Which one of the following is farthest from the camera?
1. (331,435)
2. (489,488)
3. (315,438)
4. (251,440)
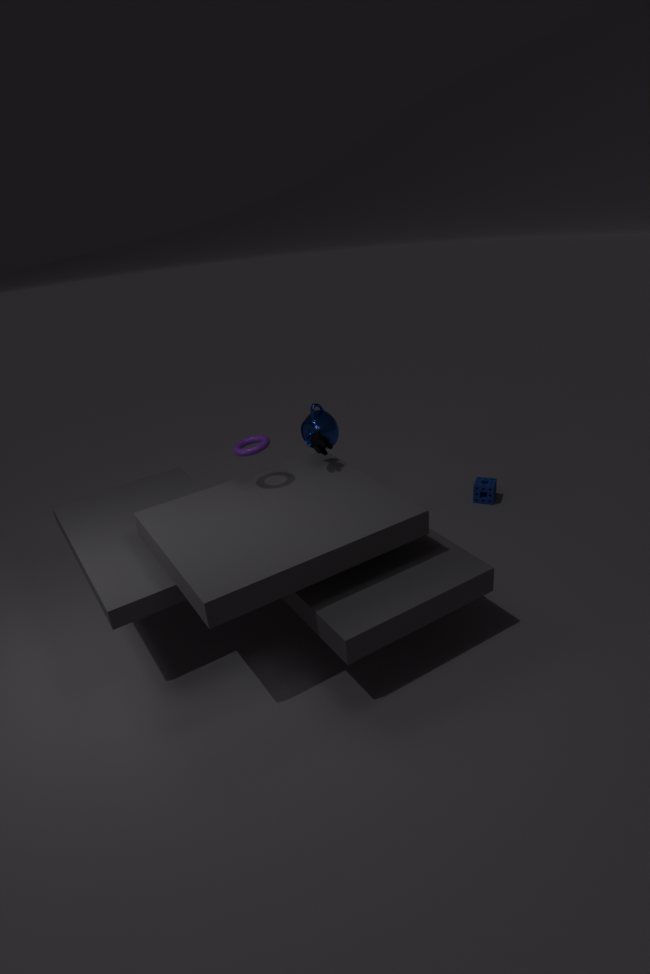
(489,488)
